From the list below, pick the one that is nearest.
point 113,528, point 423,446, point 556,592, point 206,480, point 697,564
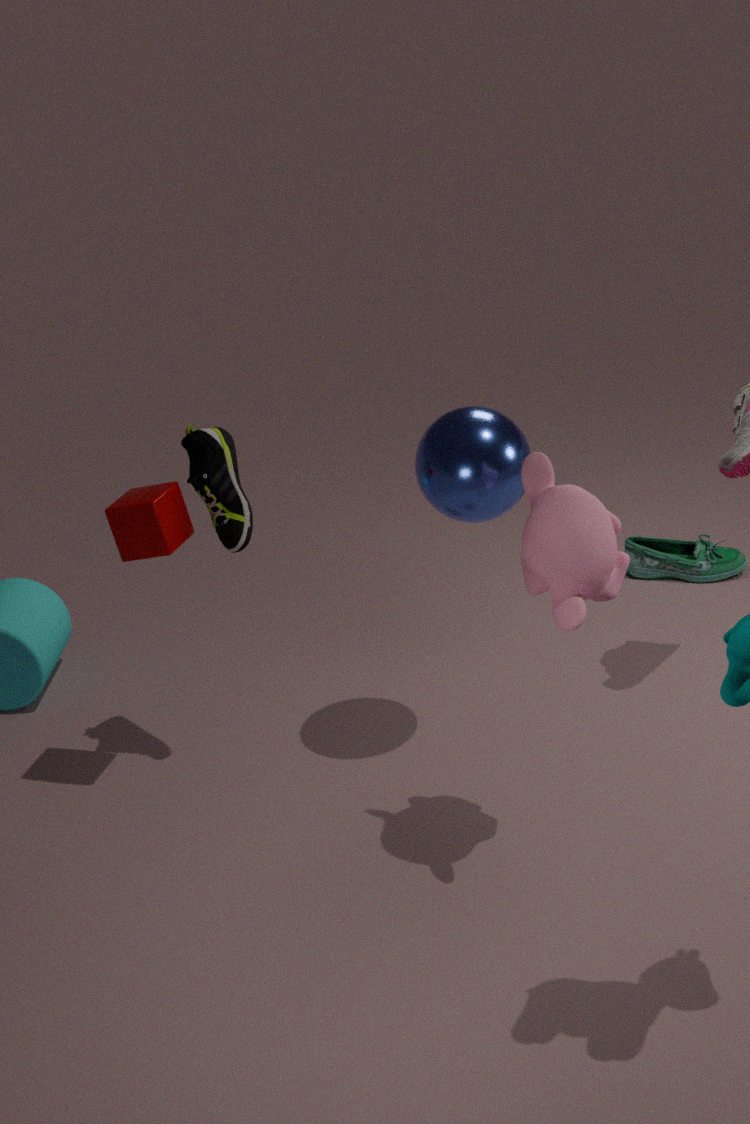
point 556,592
